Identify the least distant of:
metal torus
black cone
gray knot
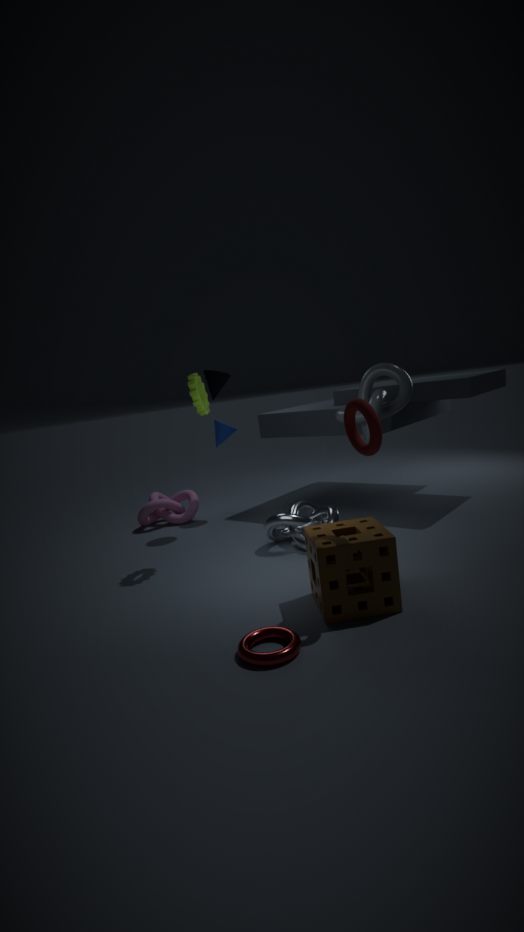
metal torus
